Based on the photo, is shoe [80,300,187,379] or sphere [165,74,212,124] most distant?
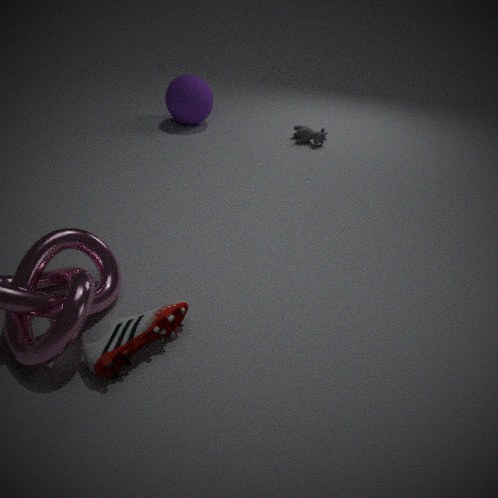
sphere [165,74,212,124]
